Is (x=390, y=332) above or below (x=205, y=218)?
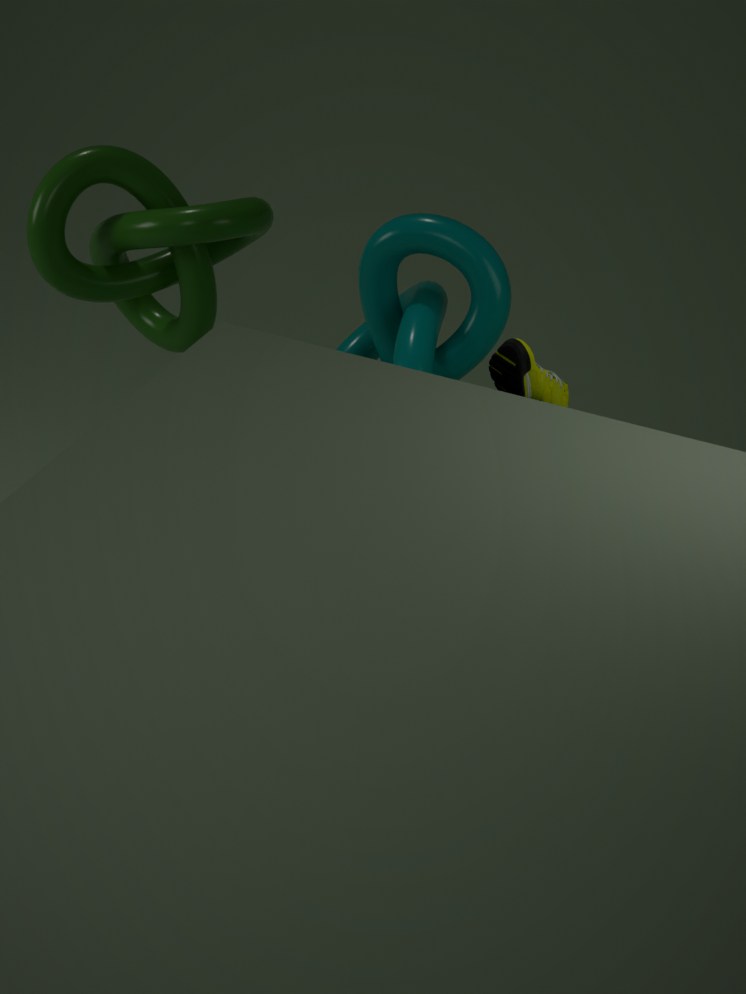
below
